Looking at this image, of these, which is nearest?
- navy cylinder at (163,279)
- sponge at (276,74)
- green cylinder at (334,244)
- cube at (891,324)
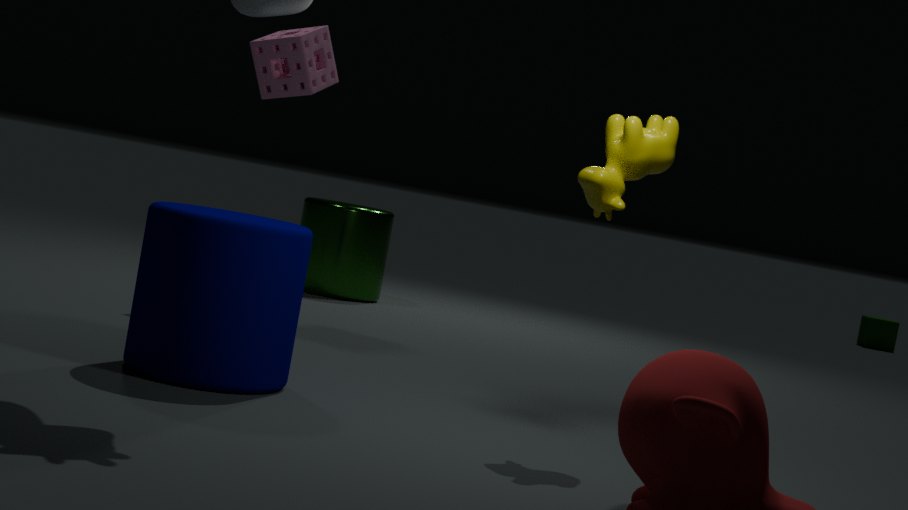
navy cylinder at (163,279)
